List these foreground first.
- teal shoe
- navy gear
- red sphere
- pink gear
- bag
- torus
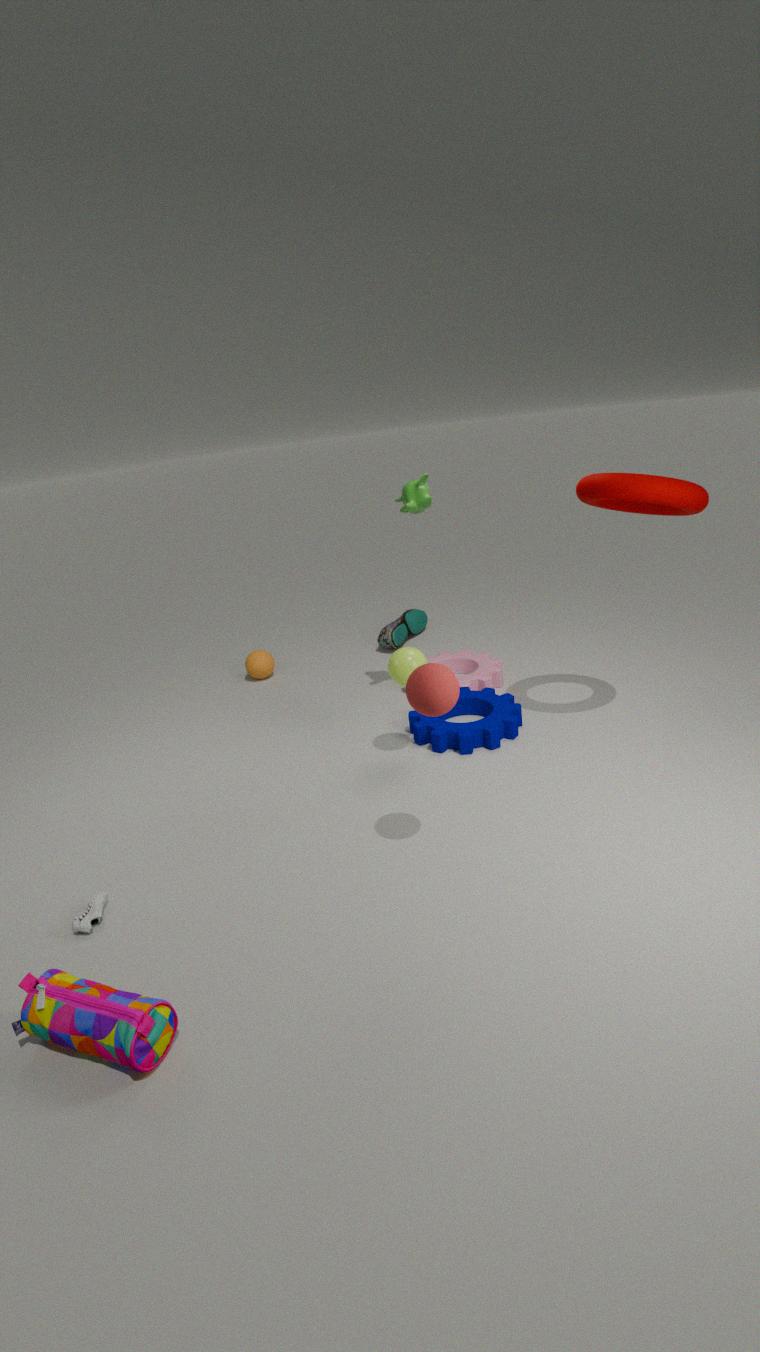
1. bag
2. red sphere
3. torus
4. navy gear
5. pink gear
6. teal shoe
